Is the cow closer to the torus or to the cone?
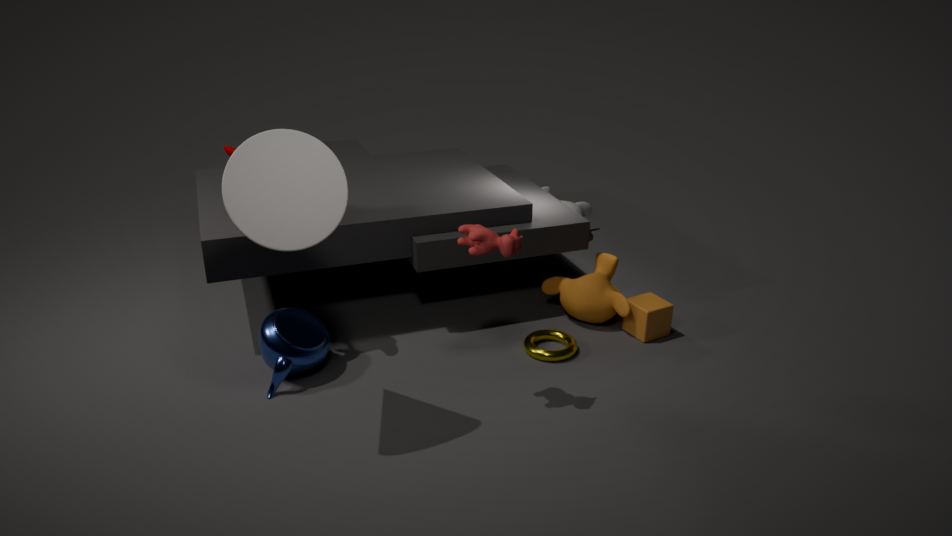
the cone
